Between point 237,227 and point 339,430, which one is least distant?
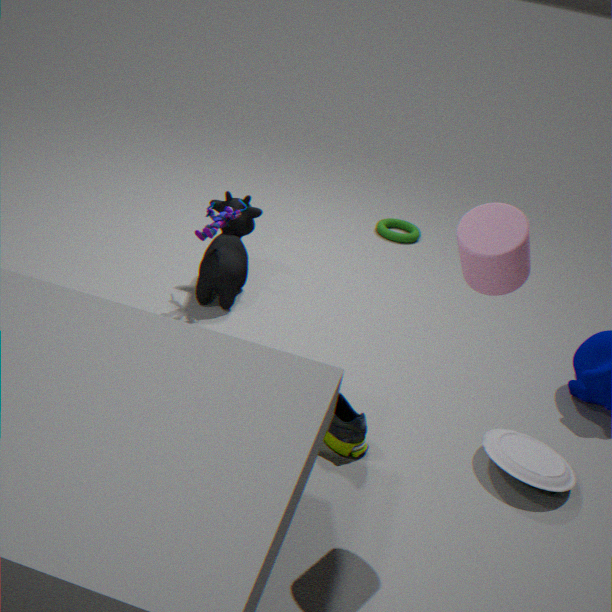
point 339,430
